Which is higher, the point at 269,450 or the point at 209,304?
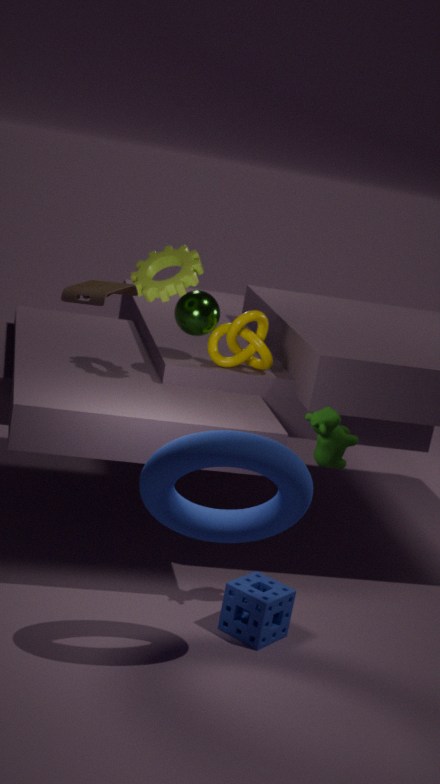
the point at 209,304
